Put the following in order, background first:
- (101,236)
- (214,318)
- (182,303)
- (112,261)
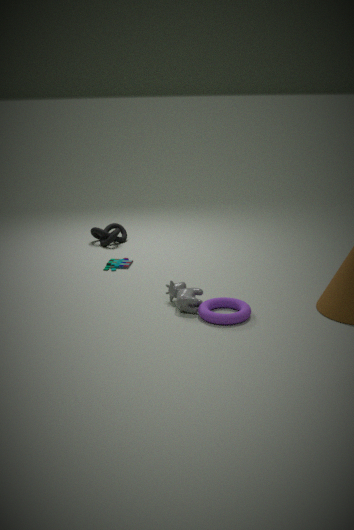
1. (101,236)
2. (112,261)
3. (182,303)
4. (214,318)
